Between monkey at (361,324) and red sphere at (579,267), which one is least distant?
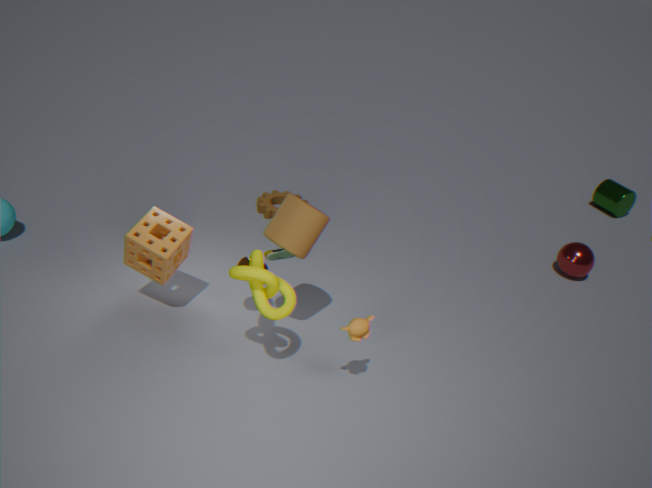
monkey at (361,324)
